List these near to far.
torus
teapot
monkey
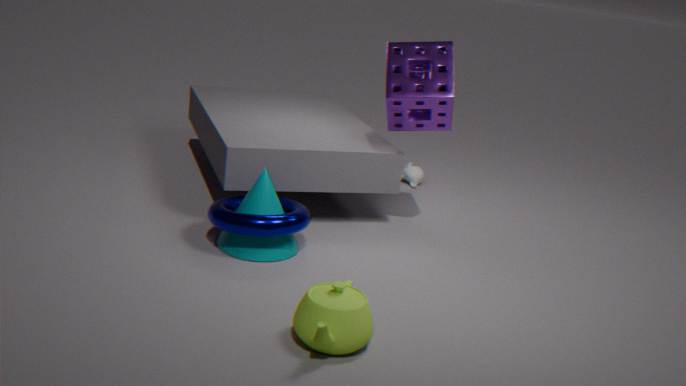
teapot → torus → monkey
